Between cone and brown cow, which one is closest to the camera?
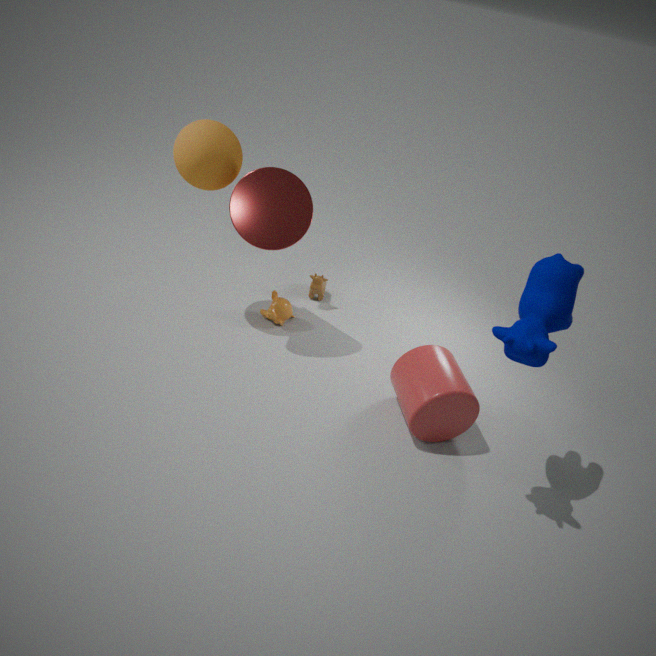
cone
